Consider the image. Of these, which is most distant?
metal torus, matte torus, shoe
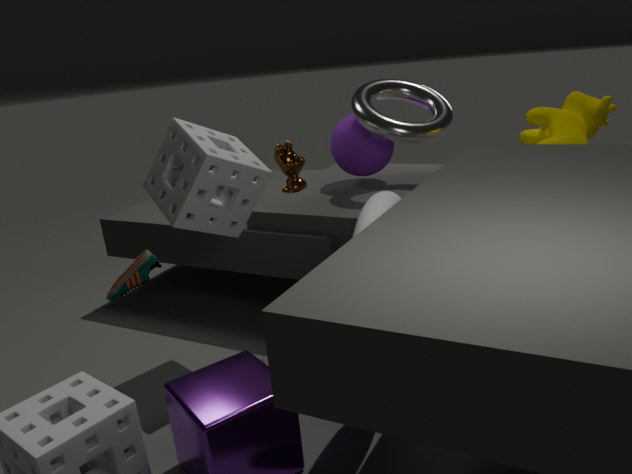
metal torus
